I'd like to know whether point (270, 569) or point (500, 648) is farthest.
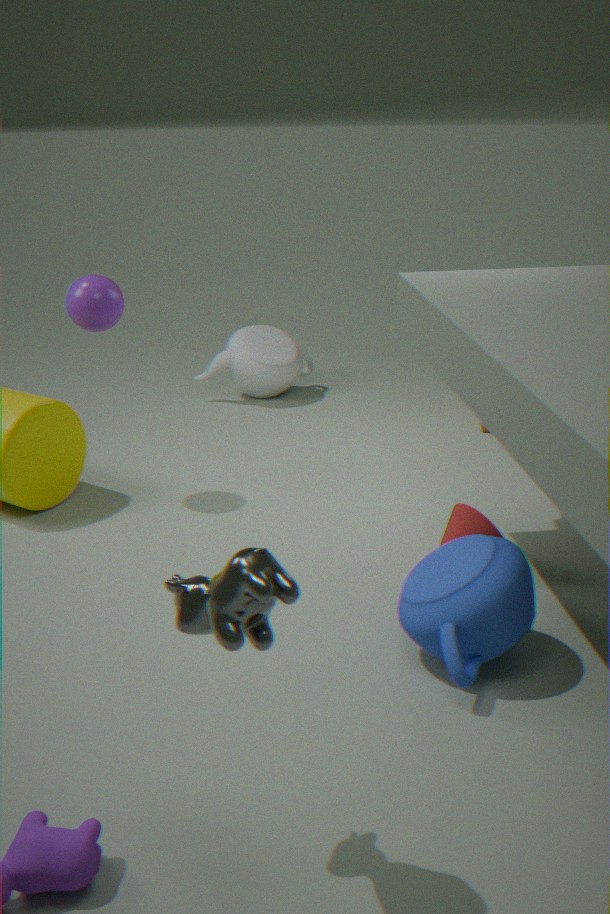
point (500, 648)
